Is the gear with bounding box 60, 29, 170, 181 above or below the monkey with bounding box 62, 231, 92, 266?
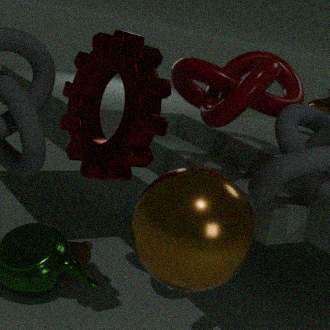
above
